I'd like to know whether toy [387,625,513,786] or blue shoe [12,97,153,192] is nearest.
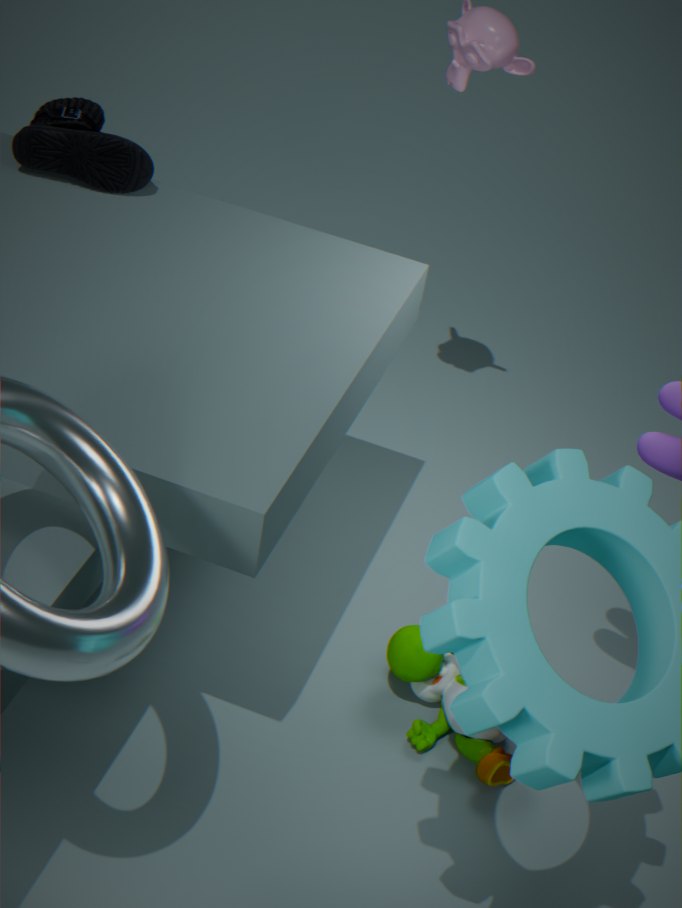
toy [387,625,513,786]
